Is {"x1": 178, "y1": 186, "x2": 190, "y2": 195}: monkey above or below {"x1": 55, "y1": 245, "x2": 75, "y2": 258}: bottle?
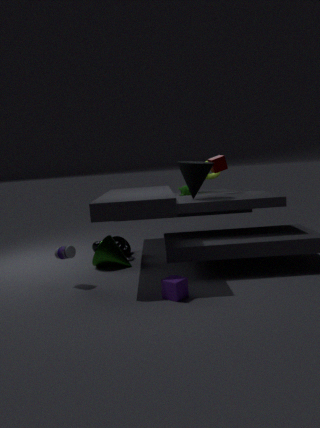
above
